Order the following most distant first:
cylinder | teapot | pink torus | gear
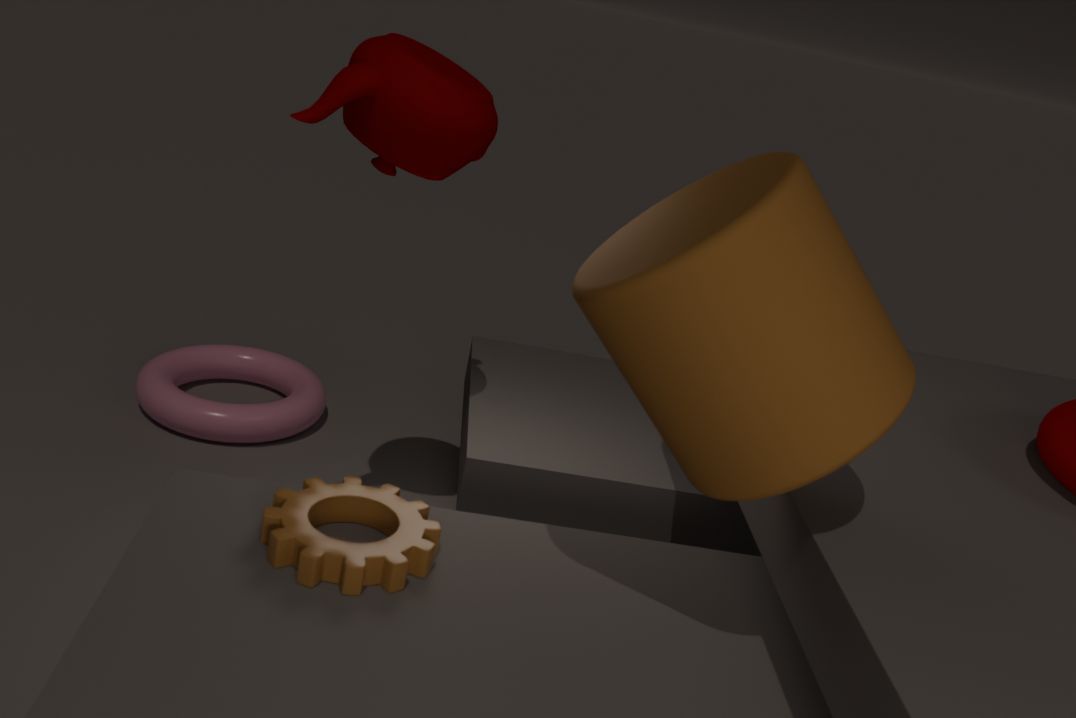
pink torus → teapot → gear → cylinder
